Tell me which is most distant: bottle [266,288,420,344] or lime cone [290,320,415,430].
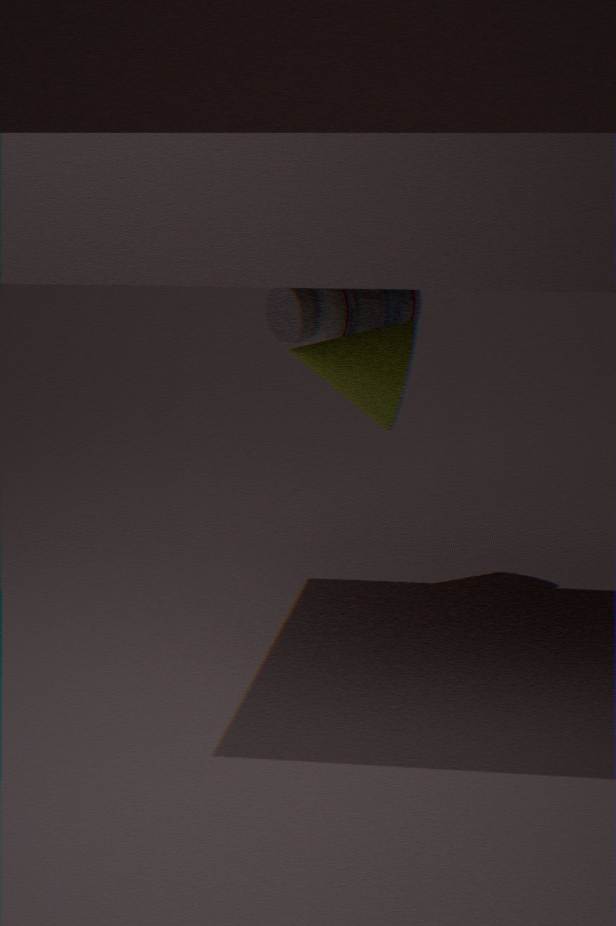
bottle [266,288,420,344]
